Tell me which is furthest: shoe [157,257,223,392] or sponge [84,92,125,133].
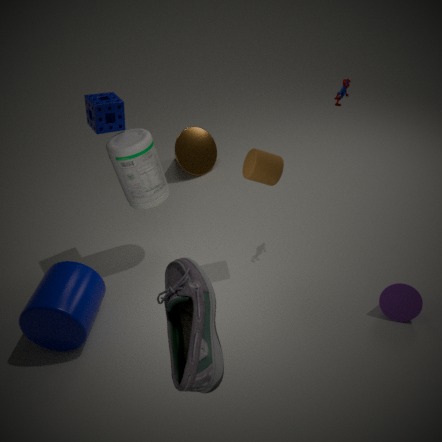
sponge [84,92,125,133]
